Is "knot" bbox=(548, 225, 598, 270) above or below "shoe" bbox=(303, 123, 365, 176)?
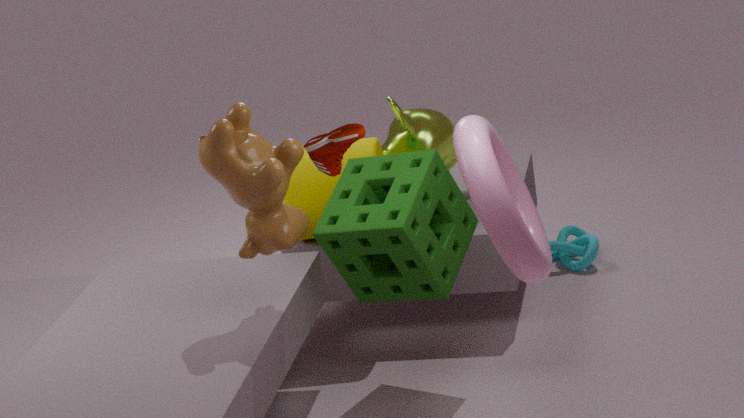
below
